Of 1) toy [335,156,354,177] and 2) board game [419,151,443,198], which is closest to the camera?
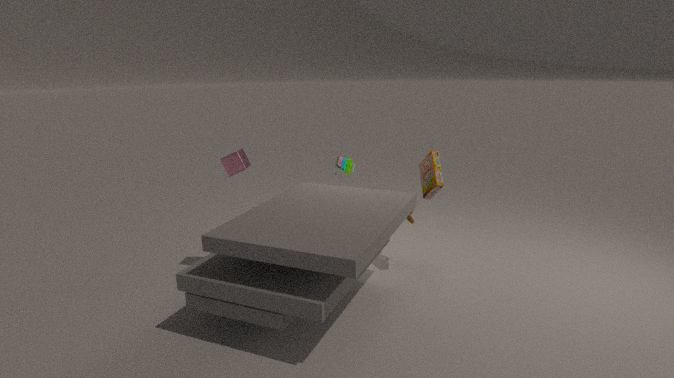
2. board game [419,151,443,198]
